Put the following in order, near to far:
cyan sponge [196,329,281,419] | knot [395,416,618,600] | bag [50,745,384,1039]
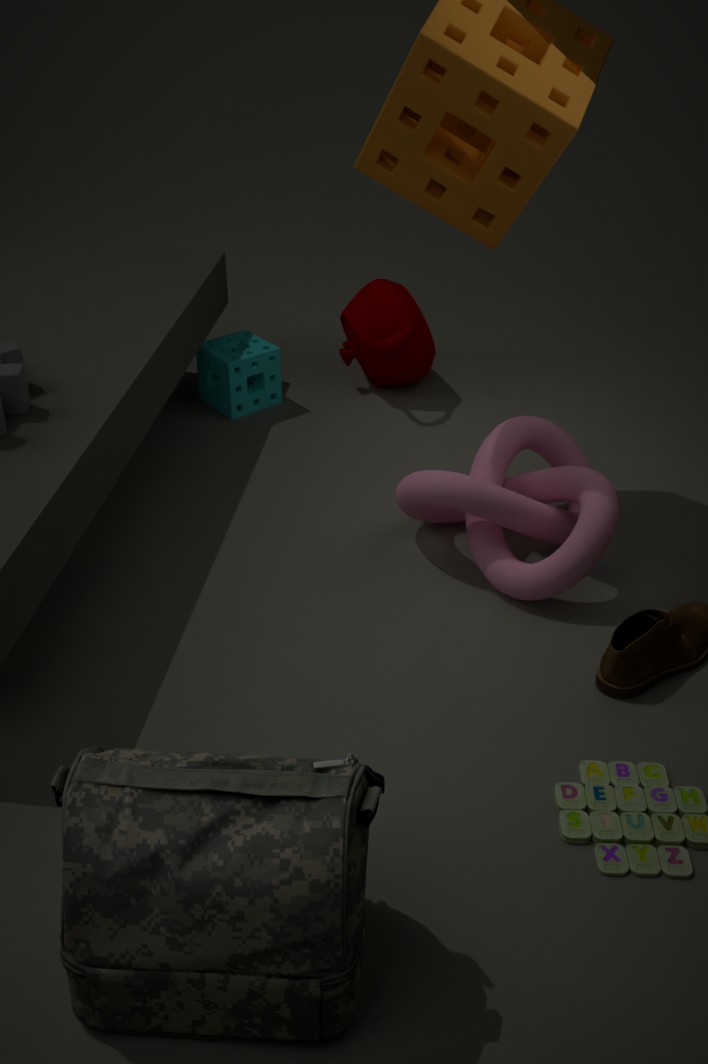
1. bag [50,745,384,1039]
2. knot [395,416,618,600]
3. cyan sponge [196,329,281,419]
